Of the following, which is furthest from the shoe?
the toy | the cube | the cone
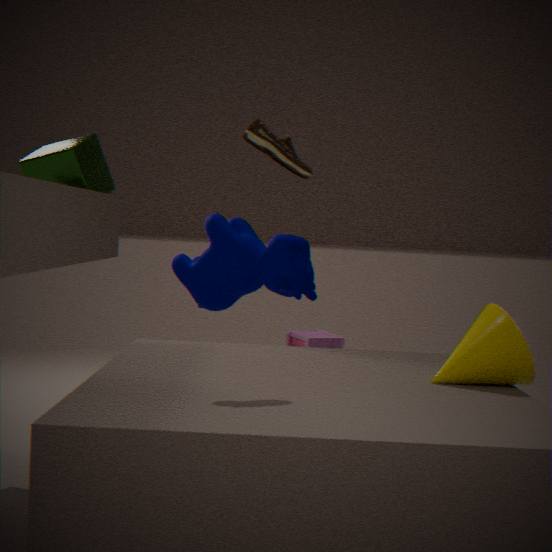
the toy
